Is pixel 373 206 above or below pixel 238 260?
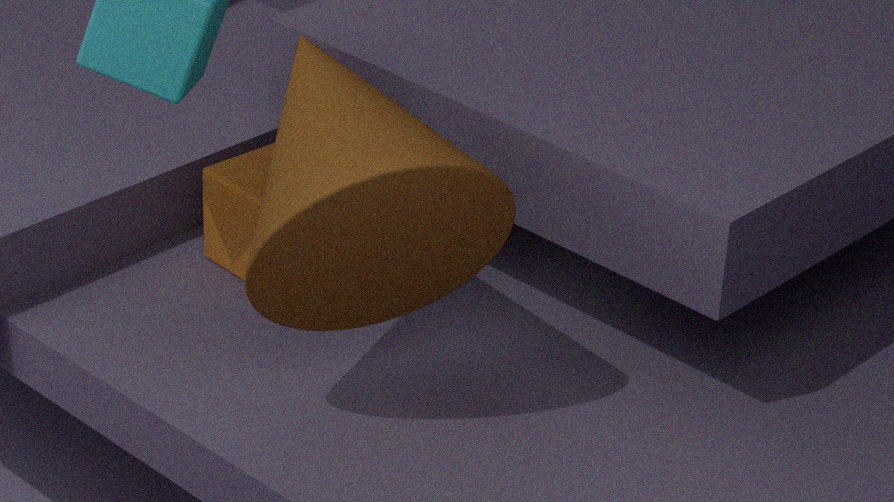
above
